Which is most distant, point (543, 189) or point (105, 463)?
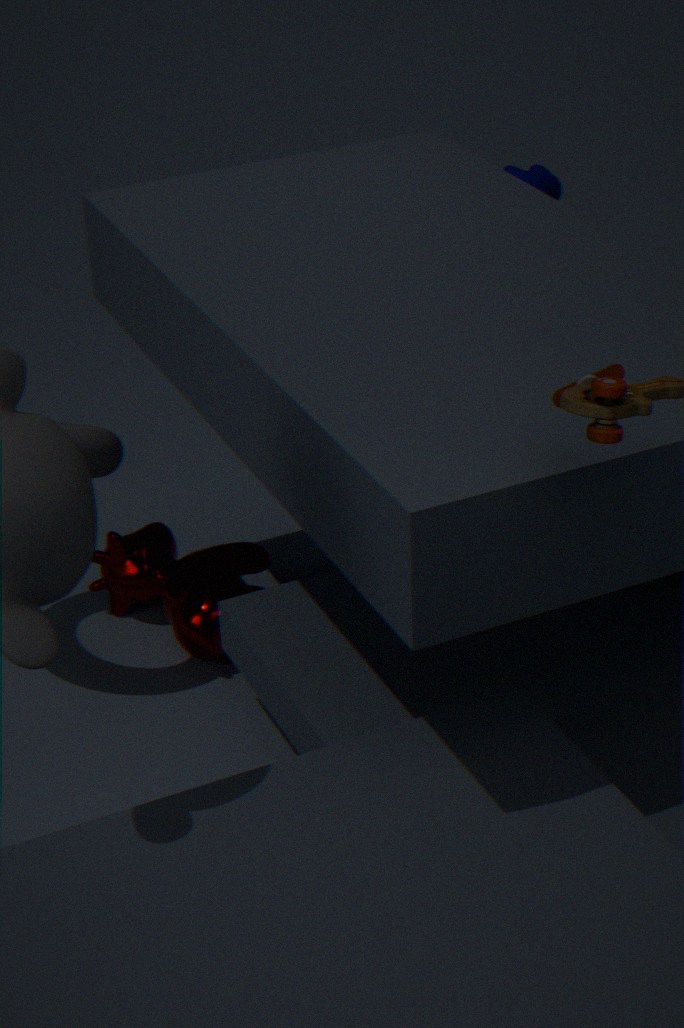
point (543, 189)
